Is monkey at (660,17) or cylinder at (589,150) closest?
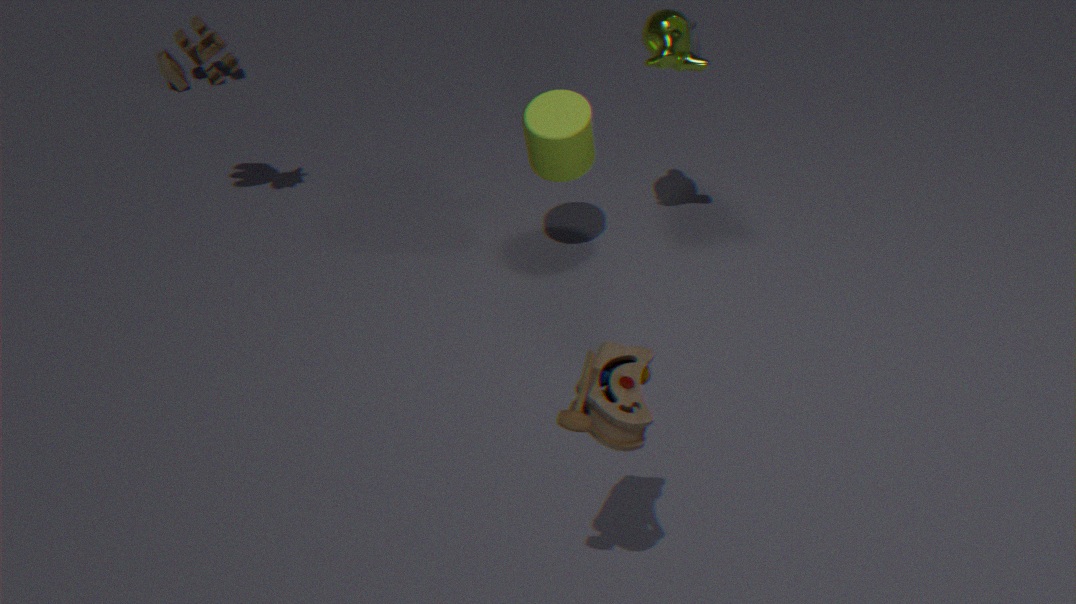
monkey at (660,17)
